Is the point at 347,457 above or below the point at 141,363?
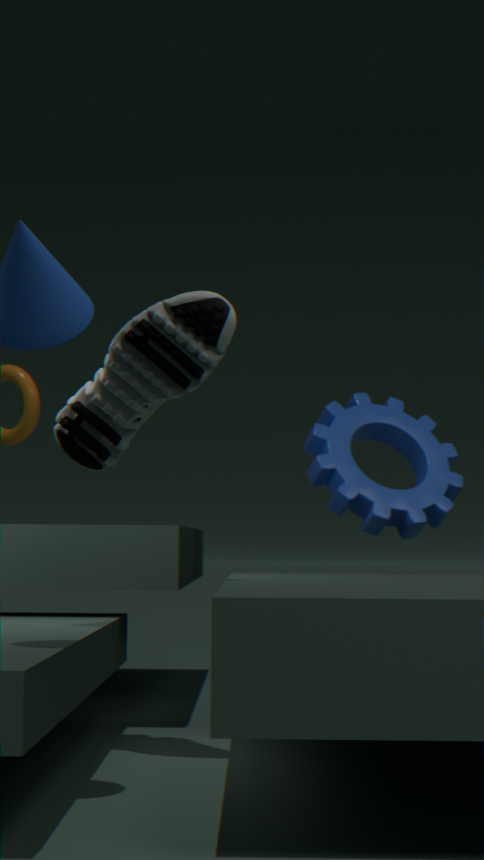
below
